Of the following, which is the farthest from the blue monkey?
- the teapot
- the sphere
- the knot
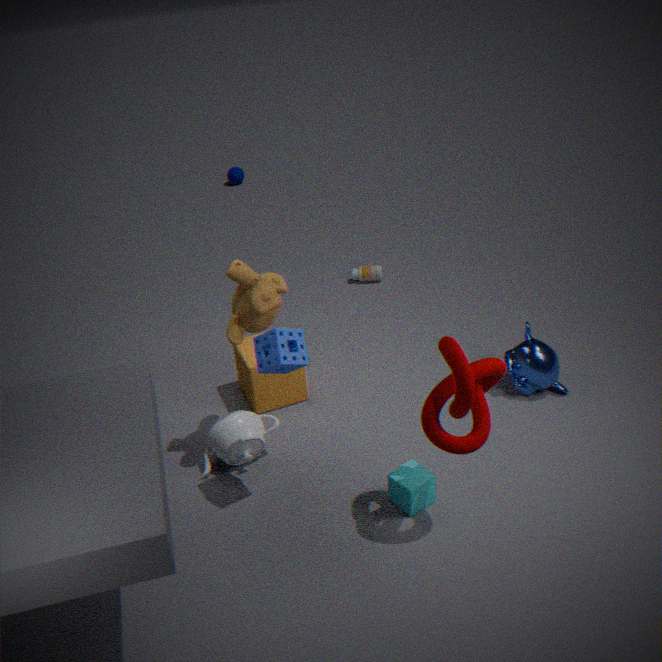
the sphere
